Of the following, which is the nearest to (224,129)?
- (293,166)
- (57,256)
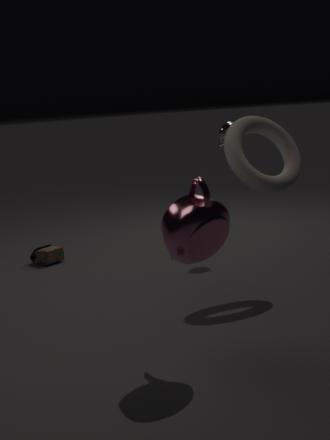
(293,166)
